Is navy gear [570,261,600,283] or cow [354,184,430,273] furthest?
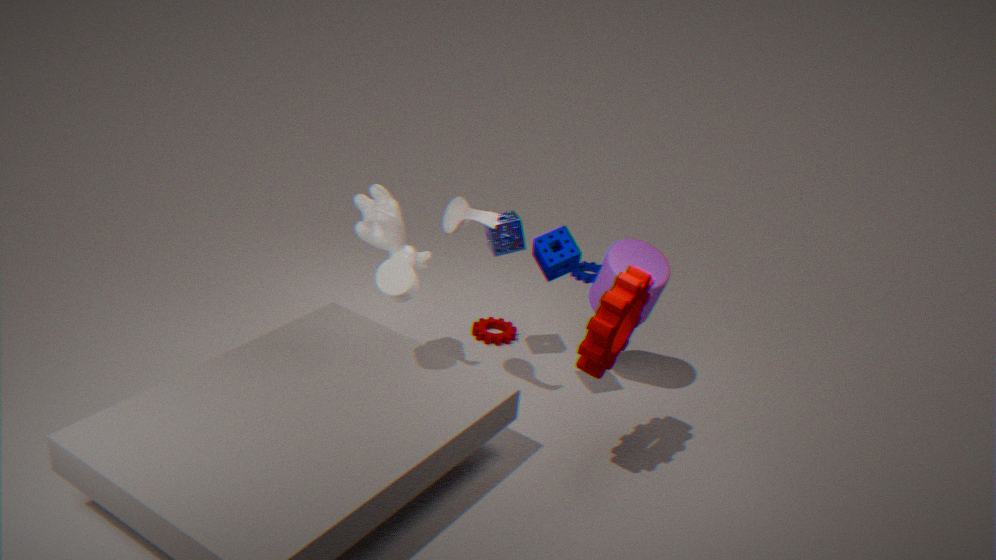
navy gear [570,261,600,283]
